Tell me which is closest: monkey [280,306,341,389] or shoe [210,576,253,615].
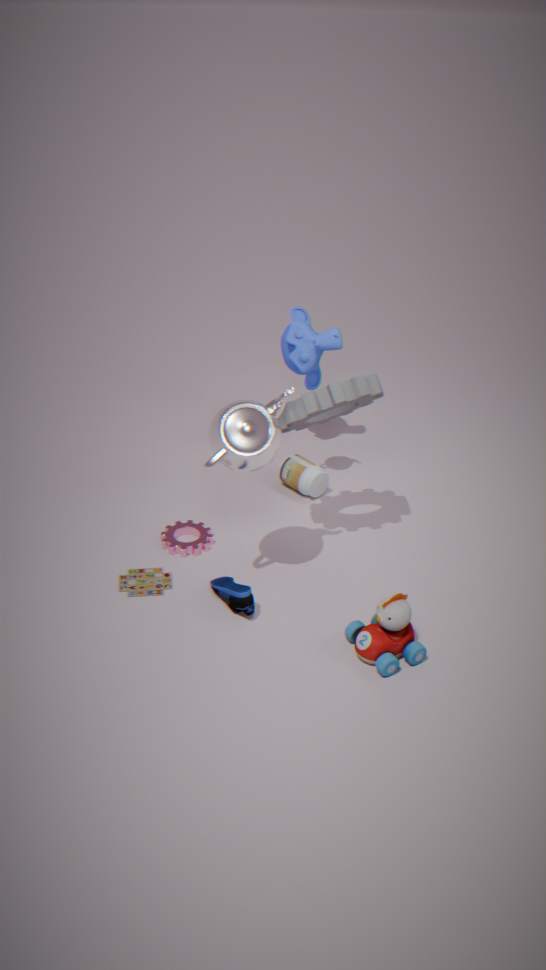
shoe [210,576,253,615]
